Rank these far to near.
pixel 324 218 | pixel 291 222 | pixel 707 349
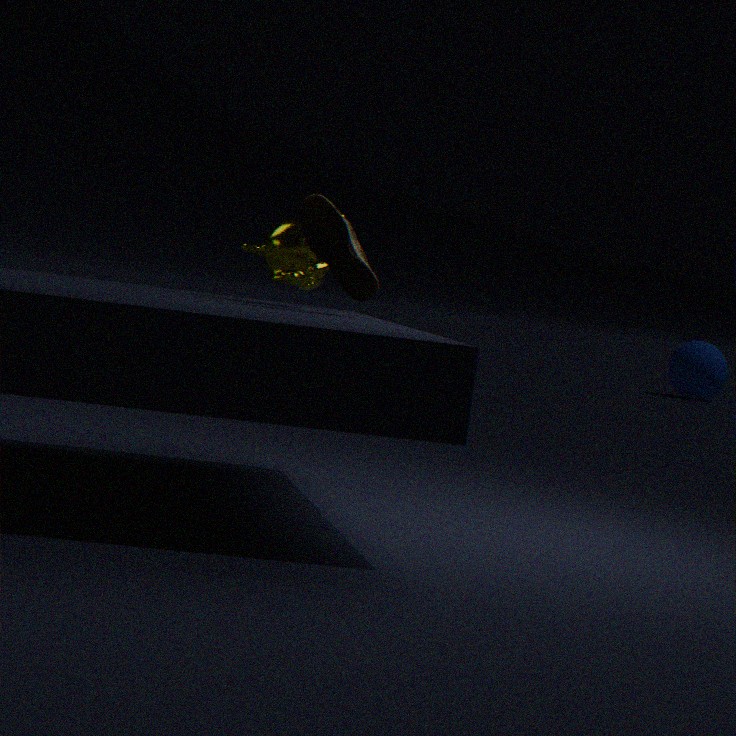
pixel 707 349, pixel 291 222, pixel 324 218
